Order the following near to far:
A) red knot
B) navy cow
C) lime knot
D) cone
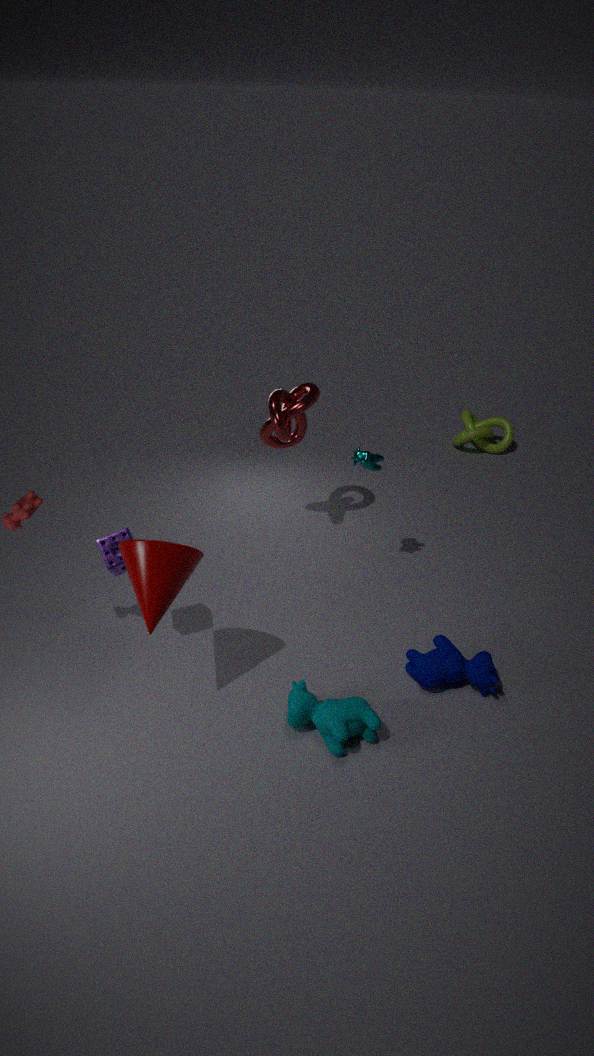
cone, navy cow, red knot, lime knot
